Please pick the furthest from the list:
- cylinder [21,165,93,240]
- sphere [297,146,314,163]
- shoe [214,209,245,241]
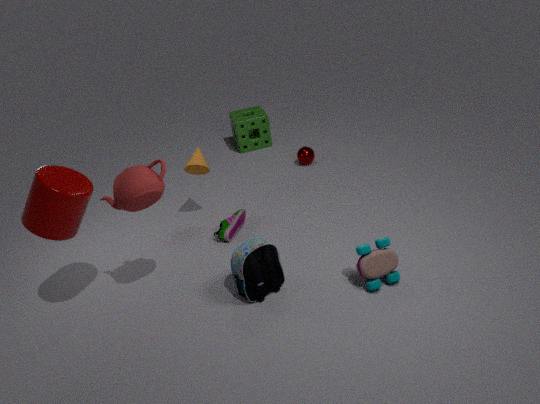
sphere [297,146,314,163]
